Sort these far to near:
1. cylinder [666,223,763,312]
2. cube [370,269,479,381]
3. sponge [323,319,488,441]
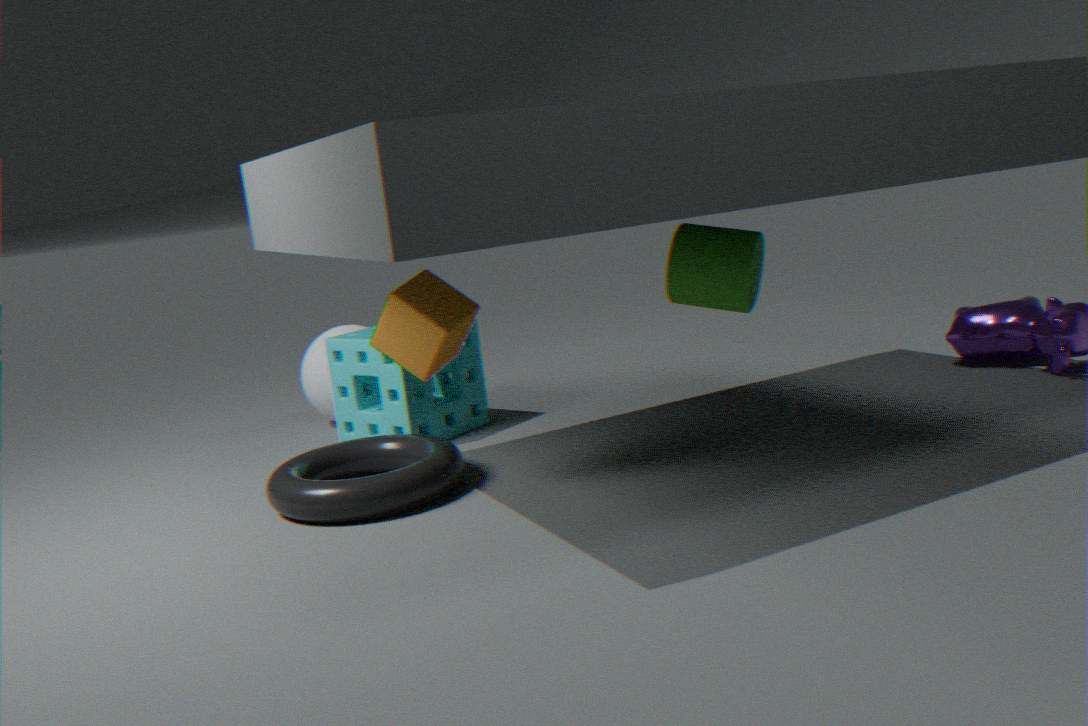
1. sponge [323,319,488,441]
2. cube [370,269,479,381]
3. cylinder [666,223,763,312]
